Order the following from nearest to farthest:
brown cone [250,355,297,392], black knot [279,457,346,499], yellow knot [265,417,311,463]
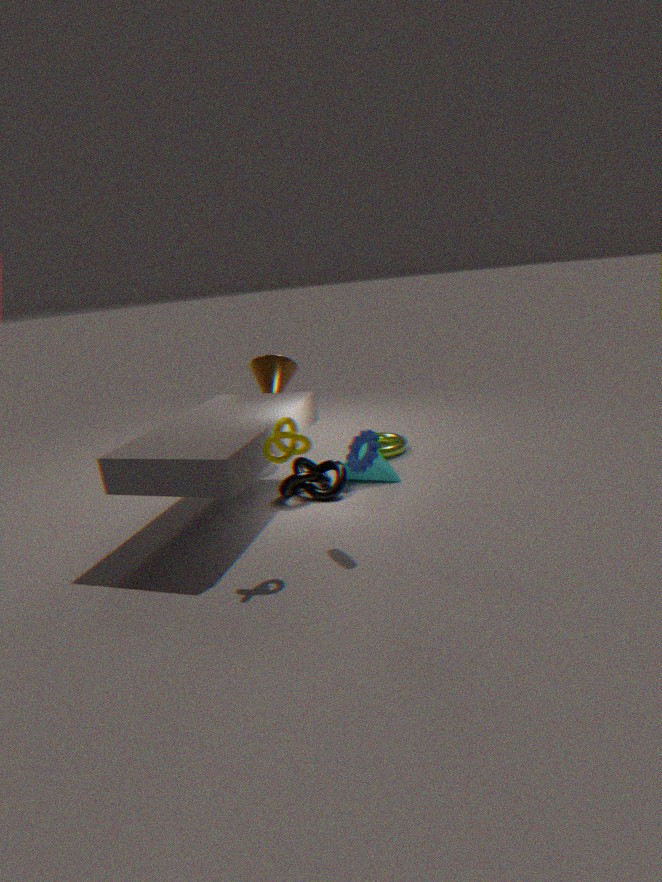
yellow knot [265,417,311,463] → black knot [279,457,346,499] → brown cone [250,355,297,392]
